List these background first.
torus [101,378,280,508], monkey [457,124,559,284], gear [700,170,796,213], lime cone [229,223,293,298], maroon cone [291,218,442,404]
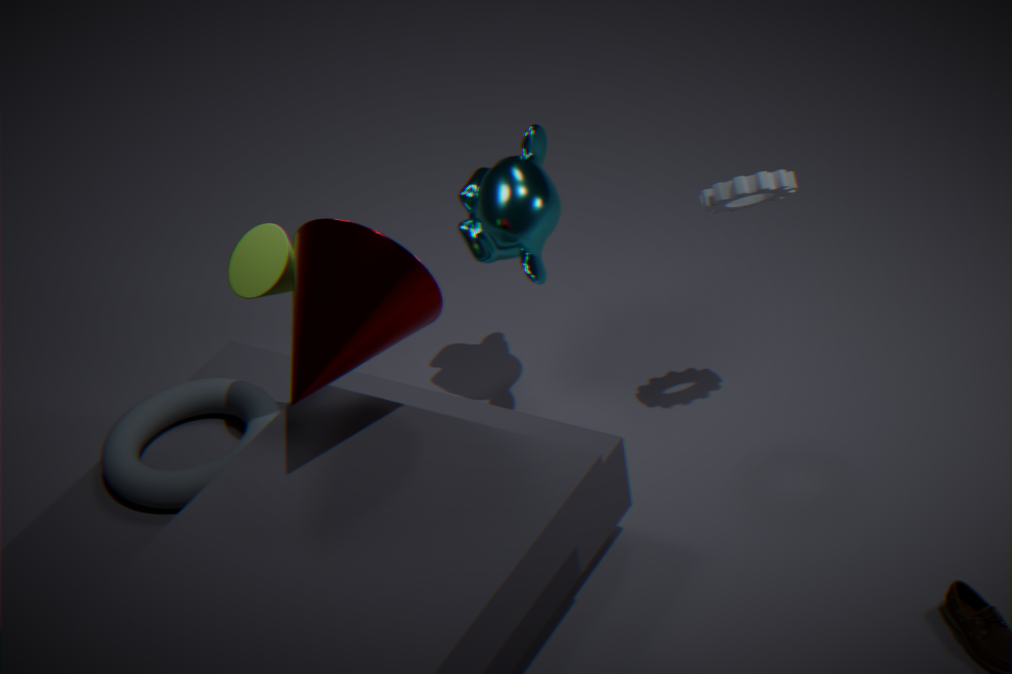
monkey [457,124,559,284] → torus [101,378,280,508] → gear [700,170,796,213] → lime cone [229,223,293,298] → maroon cone [291,218,442,404]
